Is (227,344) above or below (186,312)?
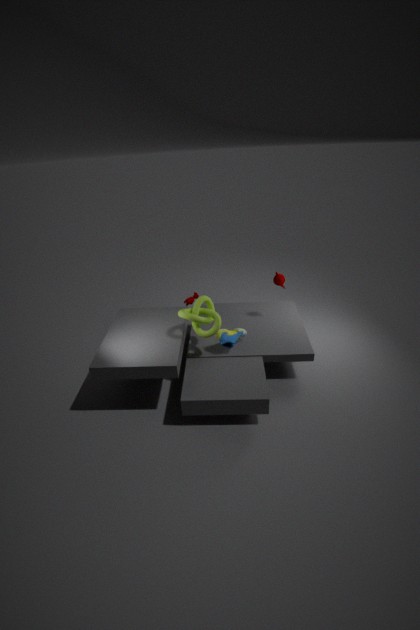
below
